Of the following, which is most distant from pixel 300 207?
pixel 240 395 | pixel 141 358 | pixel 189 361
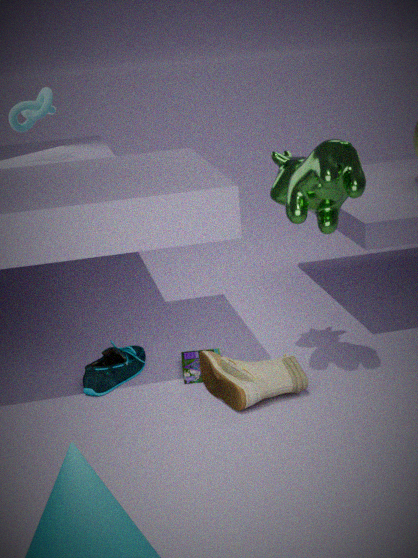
pixel 141 358
